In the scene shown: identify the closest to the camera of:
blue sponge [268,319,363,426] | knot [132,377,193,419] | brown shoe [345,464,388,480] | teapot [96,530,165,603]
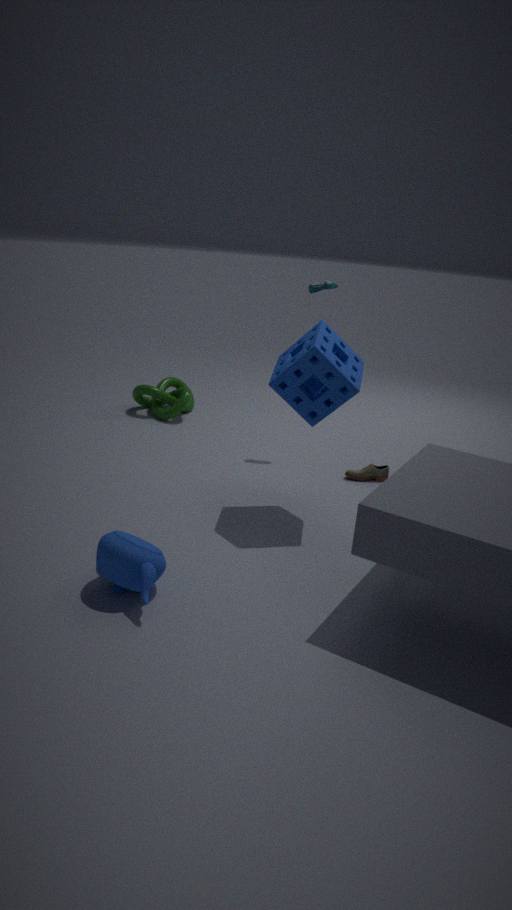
teapot [96,530,165,603]
